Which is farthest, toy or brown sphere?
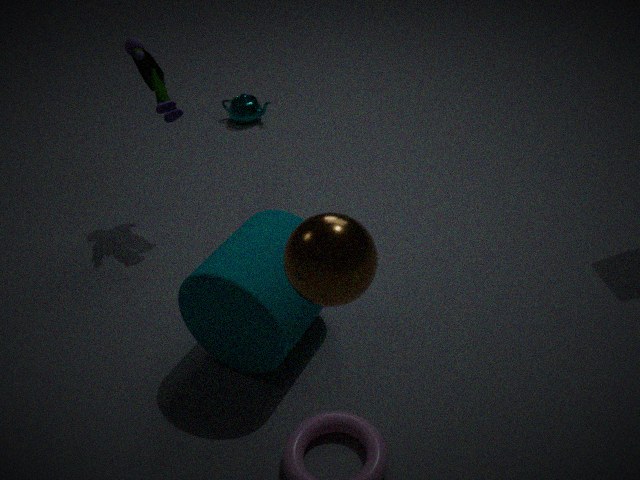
toy
